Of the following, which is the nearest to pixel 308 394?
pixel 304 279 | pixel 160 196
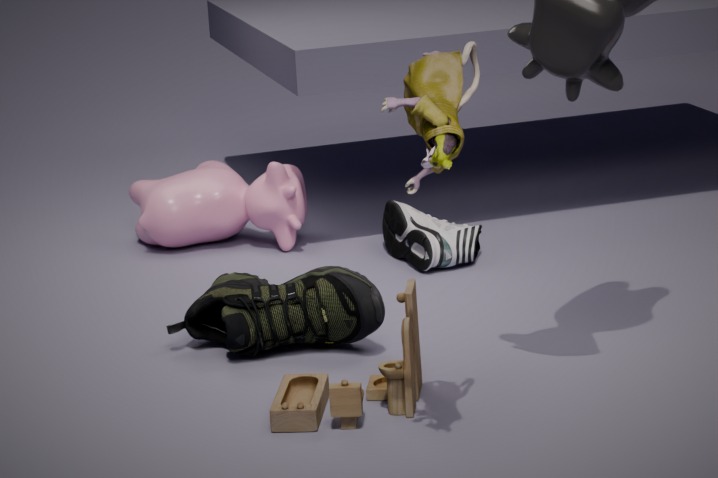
pixel 304 279
